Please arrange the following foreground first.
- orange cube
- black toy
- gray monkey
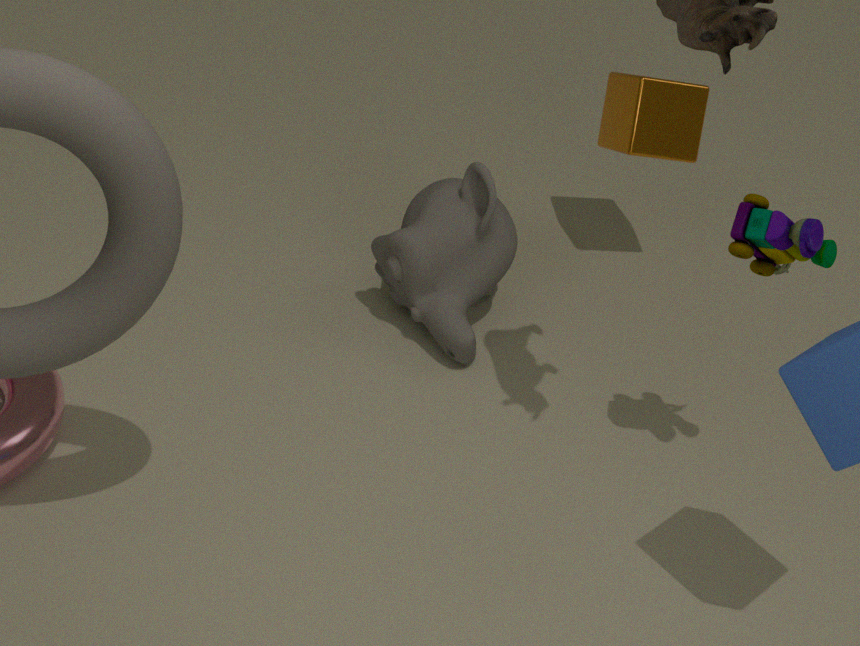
1. black toy
2. gray monkey
3. orange cube
